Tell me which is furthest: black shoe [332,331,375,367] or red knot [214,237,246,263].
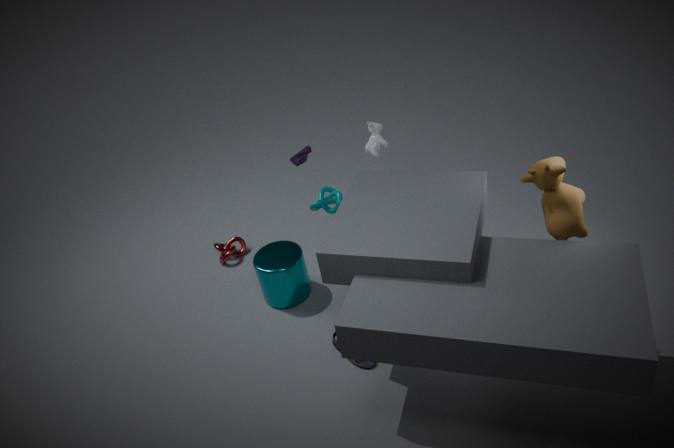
red knot [214,237,246,263]
